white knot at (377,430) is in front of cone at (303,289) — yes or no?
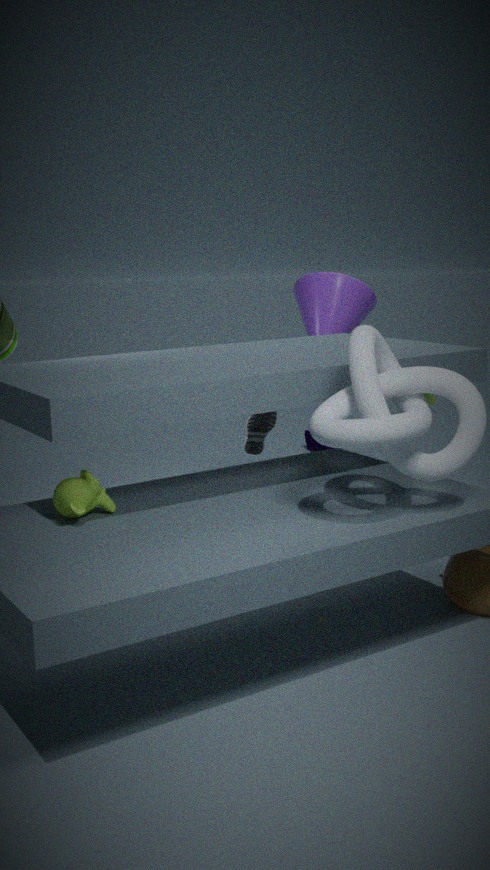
Yes
